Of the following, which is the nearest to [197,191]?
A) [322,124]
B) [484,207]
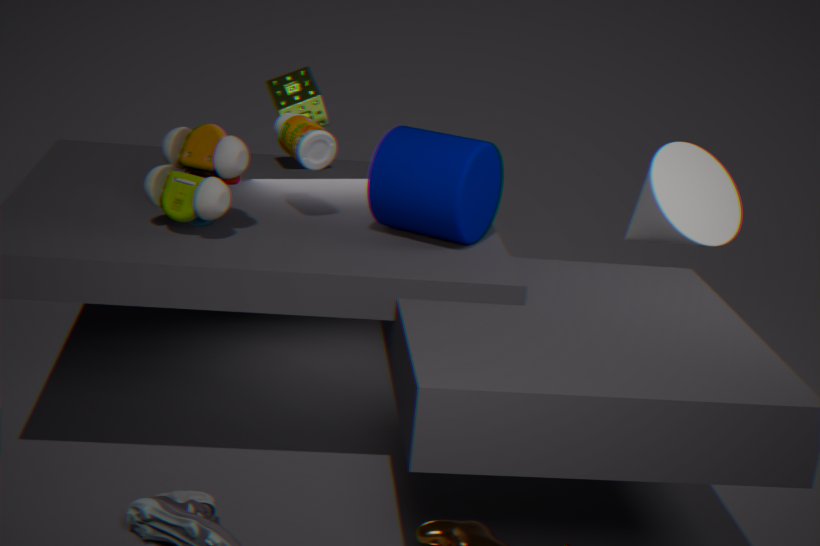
[484,207]
